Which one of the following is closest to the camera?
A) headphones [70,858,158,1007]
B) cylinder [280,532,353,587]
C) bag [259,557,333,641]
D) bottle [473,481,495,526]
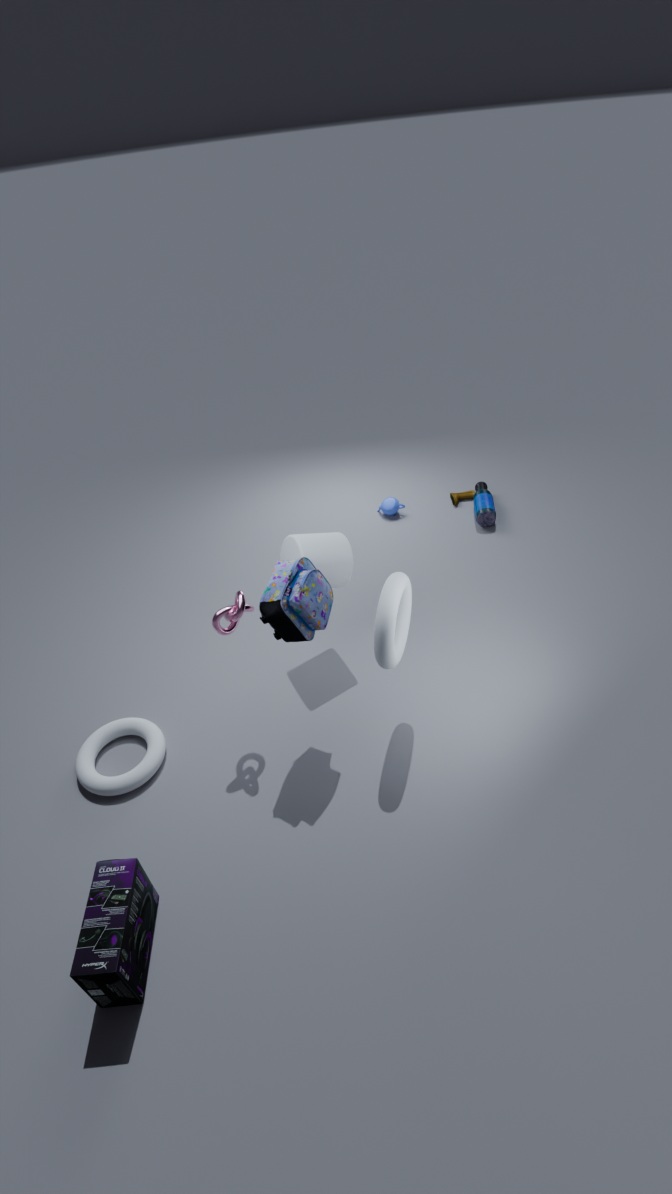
A. headphones [70,858,158,1007]
